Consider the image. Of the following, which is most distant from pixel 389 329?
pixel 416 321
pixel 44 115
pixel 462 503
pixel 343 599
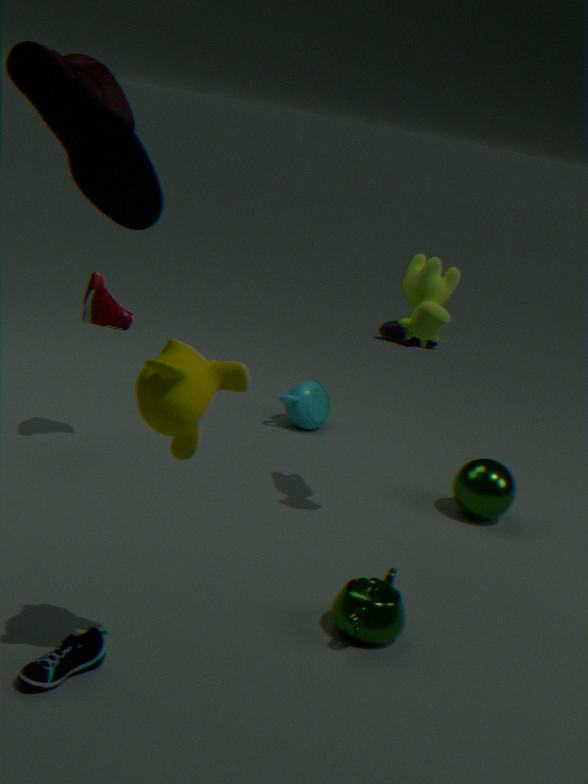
pixel 44 115
